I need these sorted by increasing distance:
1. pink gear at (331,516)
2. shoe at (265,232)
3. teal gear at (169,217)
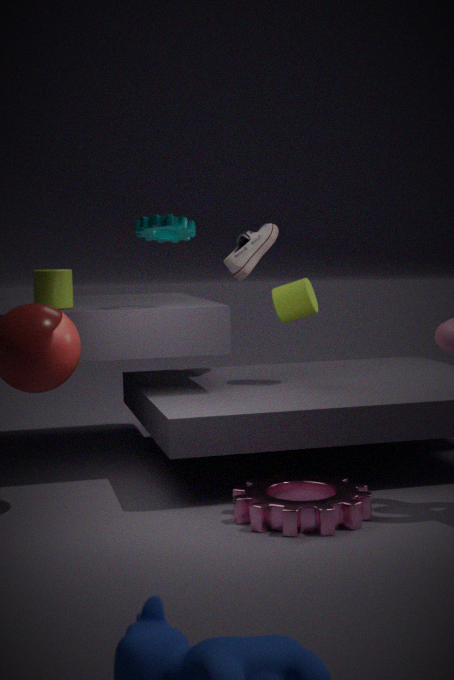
pink gear at (331,516), teal gear at (169,217), shoe at (265,232)
